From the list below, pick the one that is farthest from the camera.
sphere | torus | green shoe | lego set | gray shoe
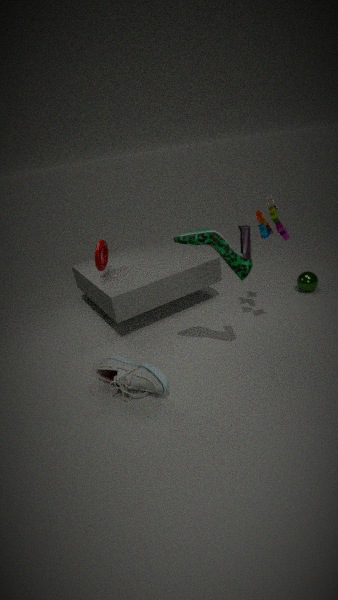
sphere
